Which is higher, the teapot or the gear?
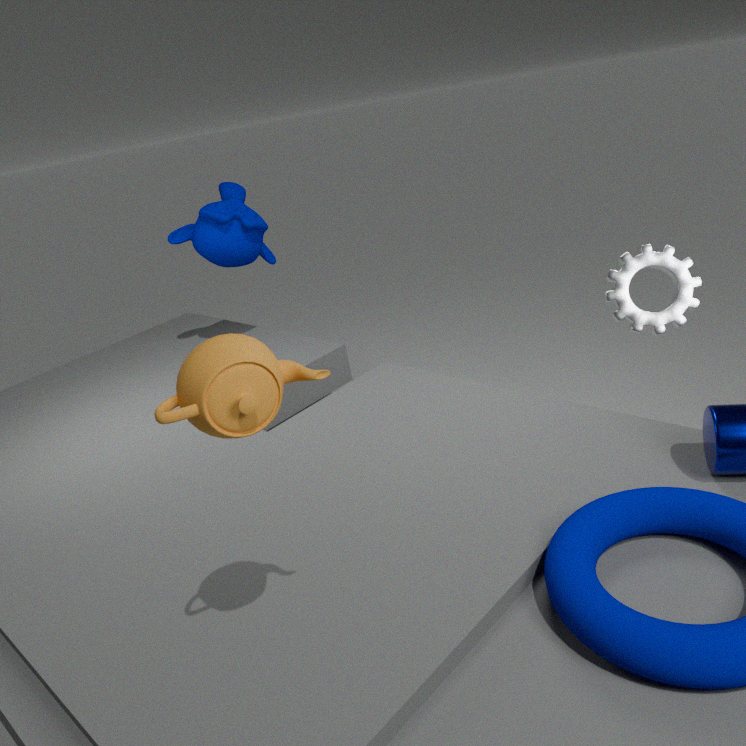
the teapot
